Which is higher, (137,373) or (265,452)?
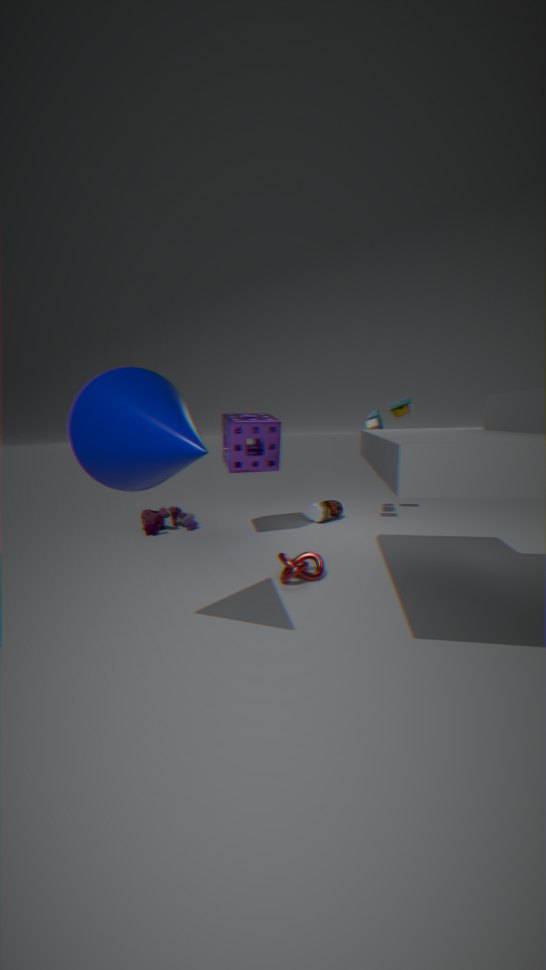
(137,373)
